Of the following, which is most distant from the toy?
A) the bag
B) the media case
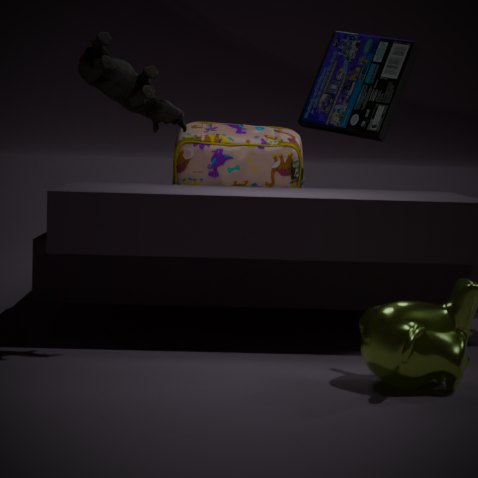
the media case
